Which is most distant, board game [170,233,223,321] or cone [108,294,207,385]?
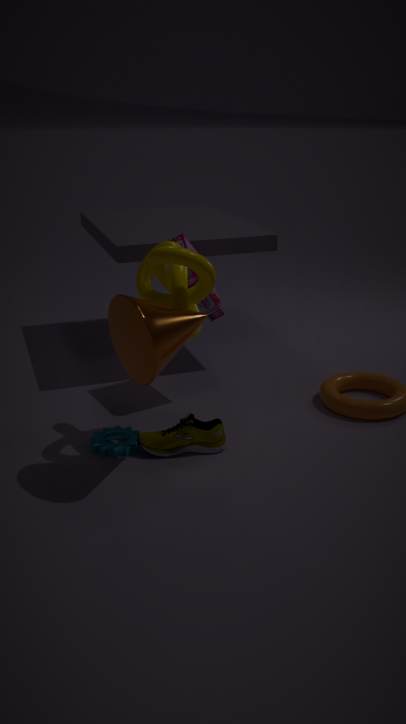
board game [170,233,223,321]
